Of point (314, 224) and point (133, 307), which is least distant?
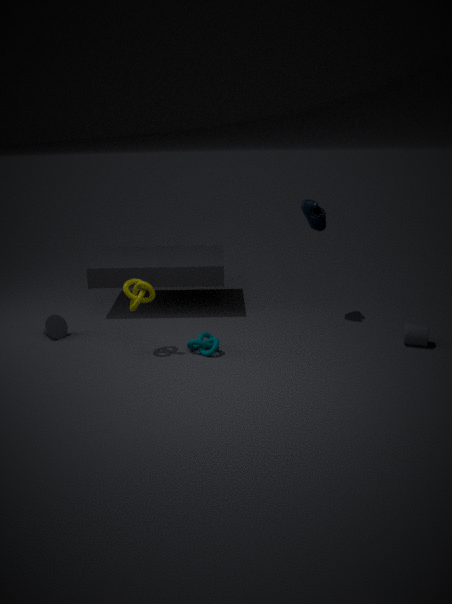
point (133, 307)
